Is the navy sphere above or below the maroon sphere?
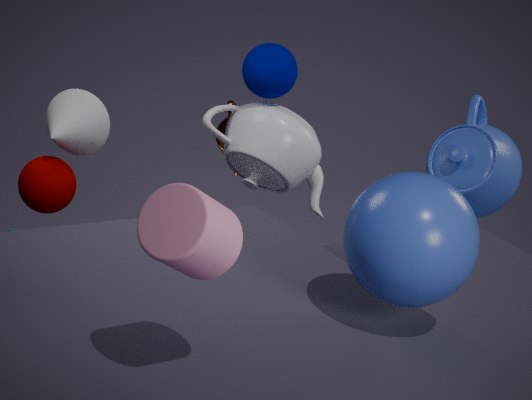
above
